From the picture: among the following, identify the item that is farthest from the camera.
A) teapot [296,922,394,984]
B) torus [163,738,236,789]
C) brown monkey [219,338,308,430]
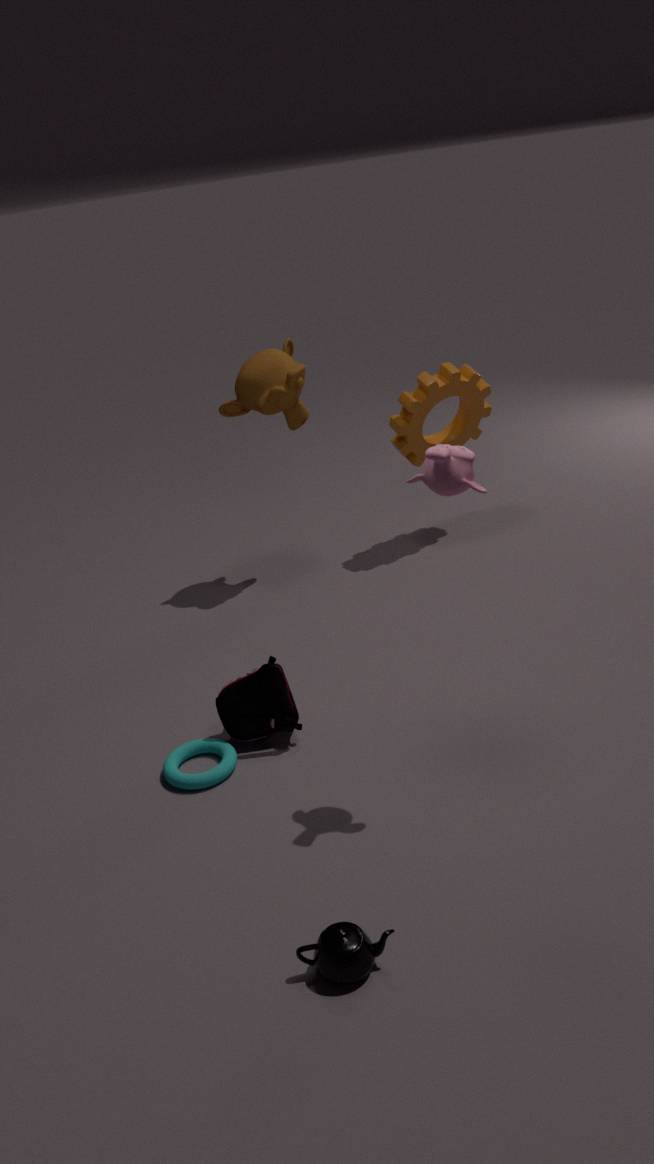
brown monkey [219,338,308,430]
